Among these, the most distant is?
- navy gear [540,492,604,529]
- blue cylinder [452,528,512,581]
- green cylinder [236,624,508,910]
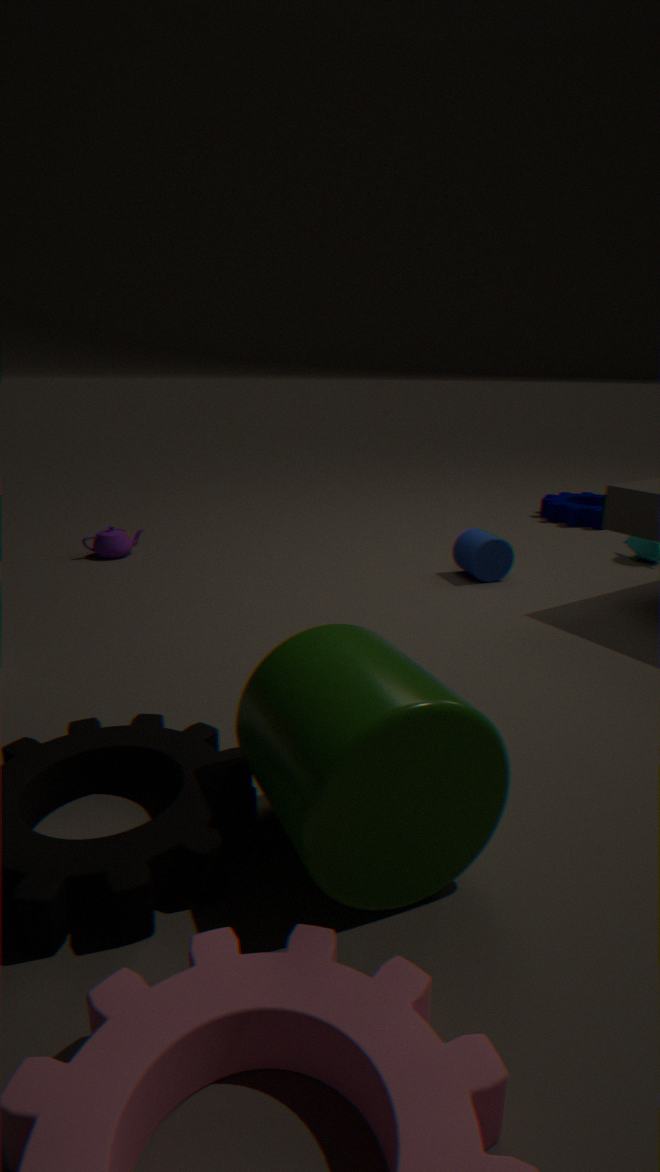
navy gear [540,492,604,529]
